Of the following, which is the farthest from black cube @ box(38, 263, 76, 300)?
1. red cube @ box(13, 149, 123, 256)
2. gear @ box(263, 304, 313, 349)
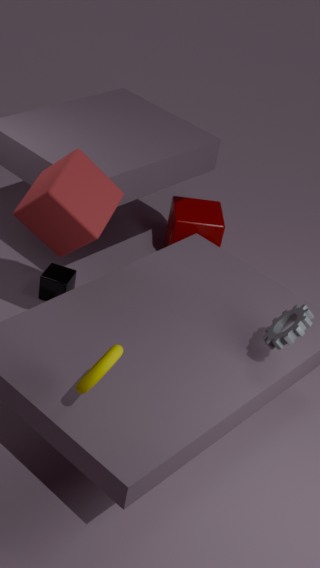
gear @ box(263, 304, 313, 349)
